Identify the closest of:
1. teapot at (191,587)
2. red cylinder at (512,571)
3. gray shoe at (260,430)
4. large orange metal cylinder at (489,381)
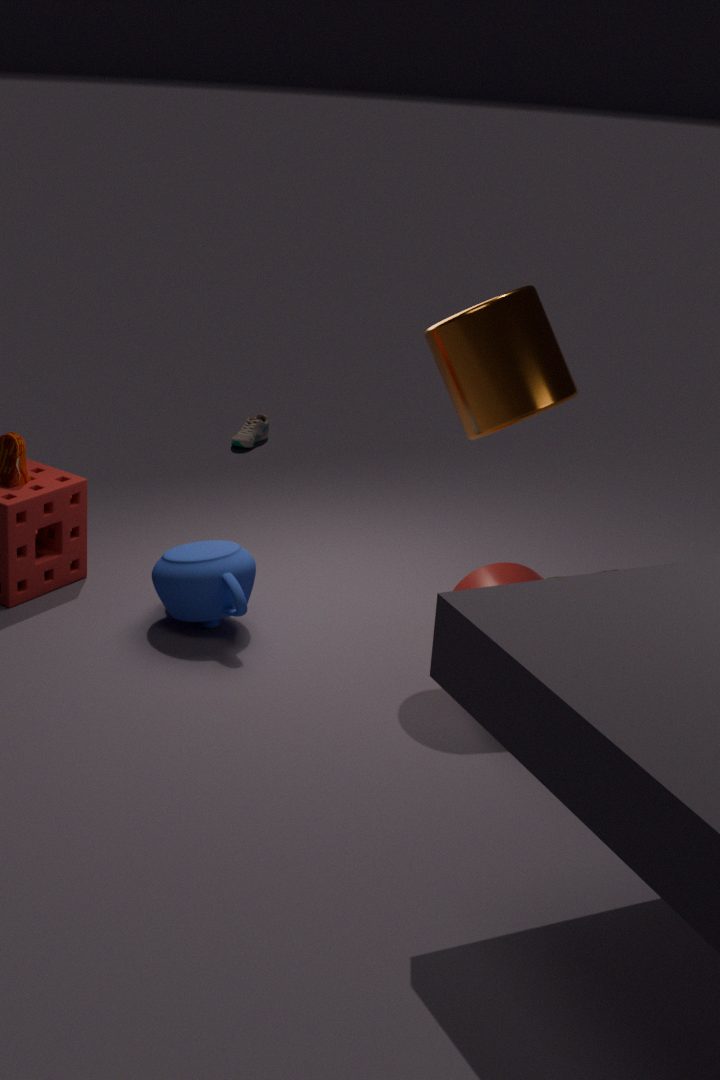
large orange metal cylinder at (489,381)
